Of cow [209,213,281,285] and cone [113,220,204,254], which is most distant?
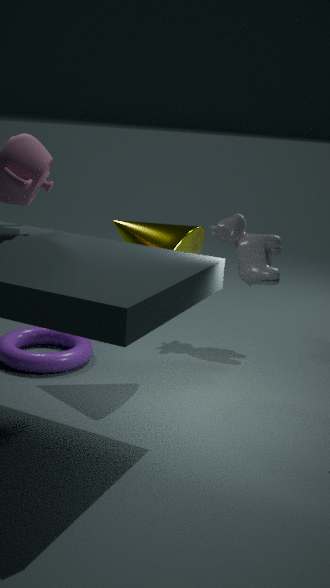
cow [209,213,281,285]
